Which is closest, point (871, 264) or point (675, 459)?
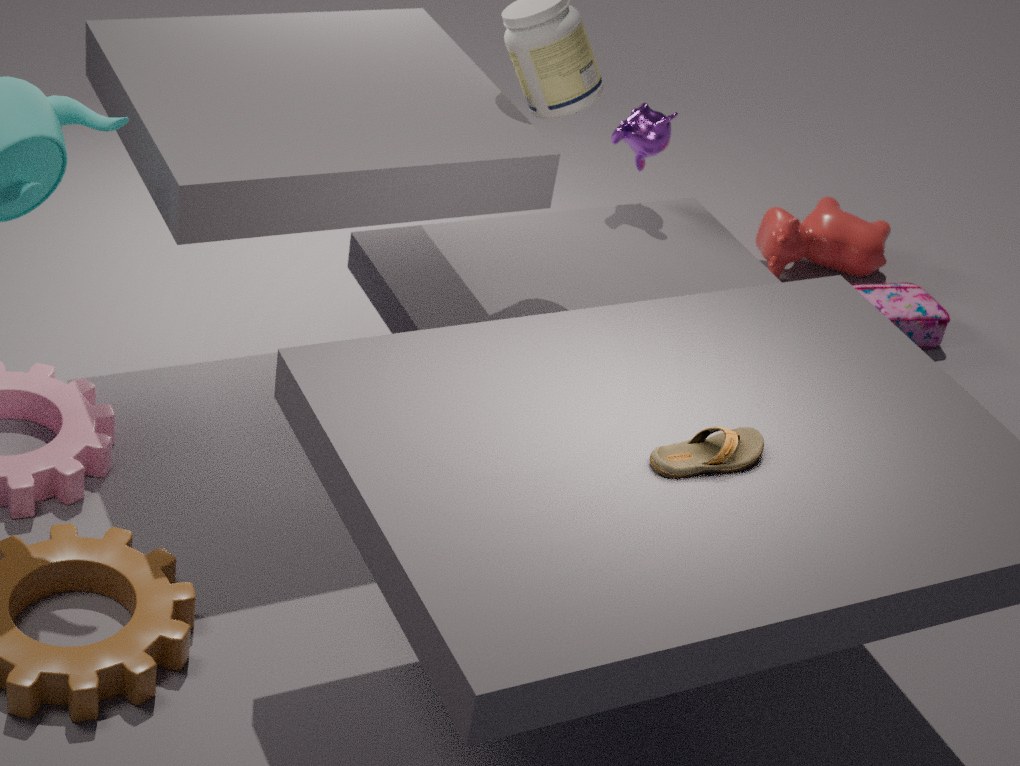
point (675, 459)
